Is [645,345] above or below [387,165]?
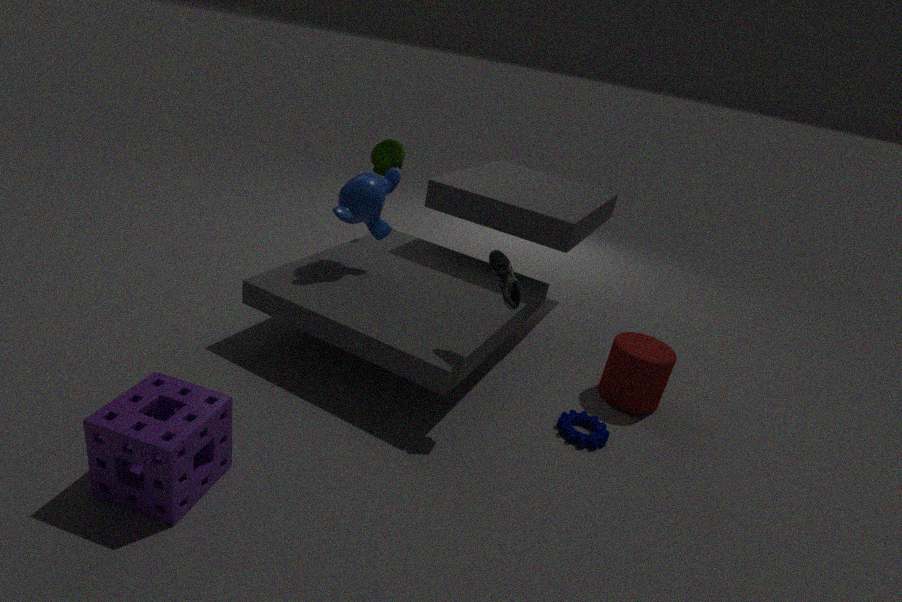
below
